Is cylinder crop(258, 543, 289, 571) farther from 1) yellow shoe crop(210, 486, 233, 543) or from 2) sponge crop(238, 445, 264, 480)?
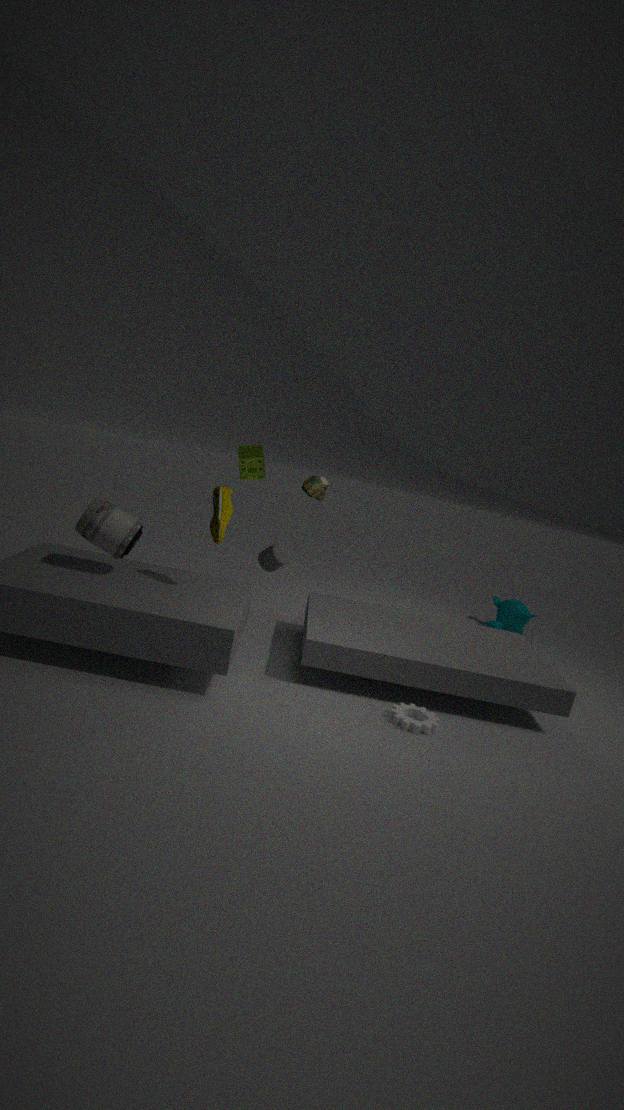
1) yellow shoe crop(210, 486, 233, 543)
